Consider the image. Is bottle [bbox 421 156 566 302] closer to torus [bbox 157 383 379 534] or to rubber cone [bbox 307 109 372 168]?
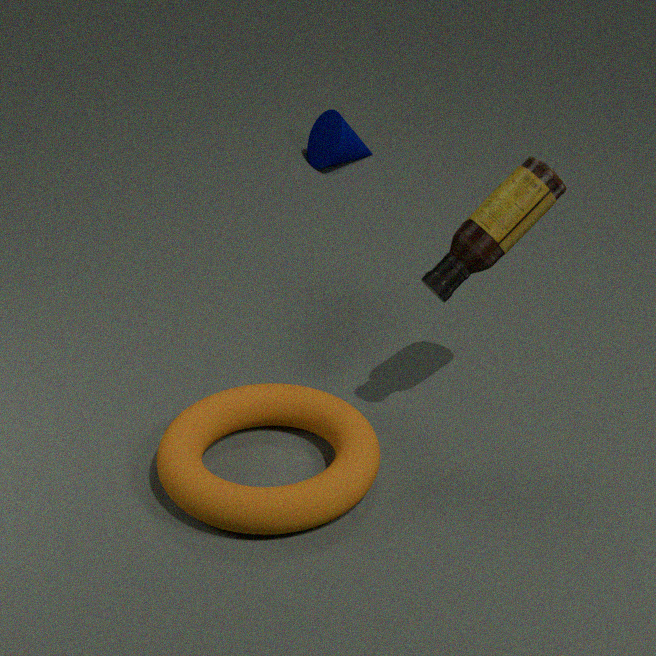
torus [bbox 157 383 379 534]
